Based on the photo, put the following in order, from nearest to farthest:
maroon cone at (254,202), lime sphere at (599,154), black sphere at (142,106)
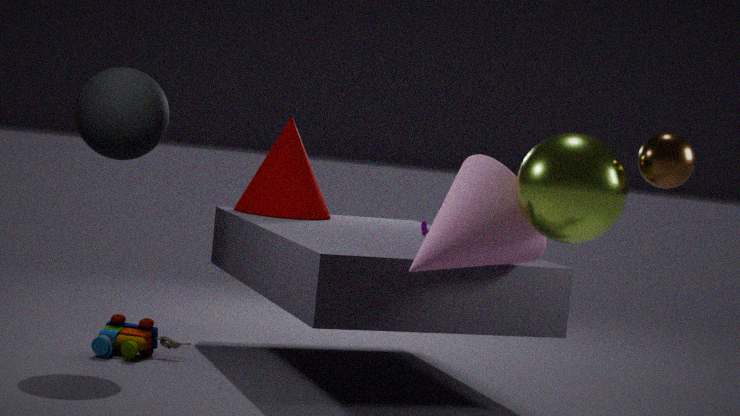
lime sphere at (599,154) < black sphere at (142,106) < maroon cone at (254,202)
